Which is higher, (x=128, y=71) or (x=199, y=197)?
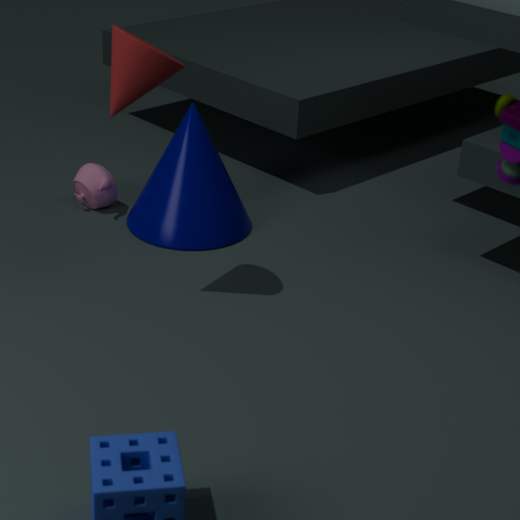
(x=128, y=71)
